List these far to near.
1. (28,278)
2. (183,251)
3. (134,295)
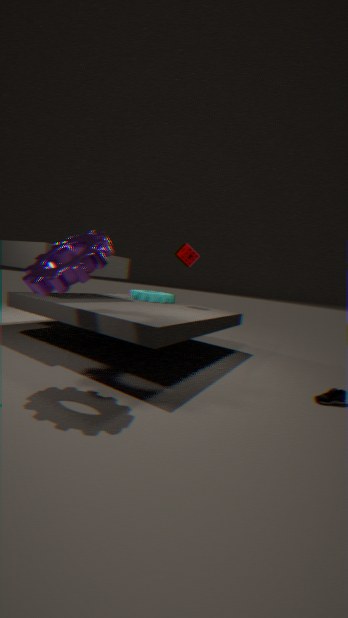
(134,295) < (183,251) < (28,278)
